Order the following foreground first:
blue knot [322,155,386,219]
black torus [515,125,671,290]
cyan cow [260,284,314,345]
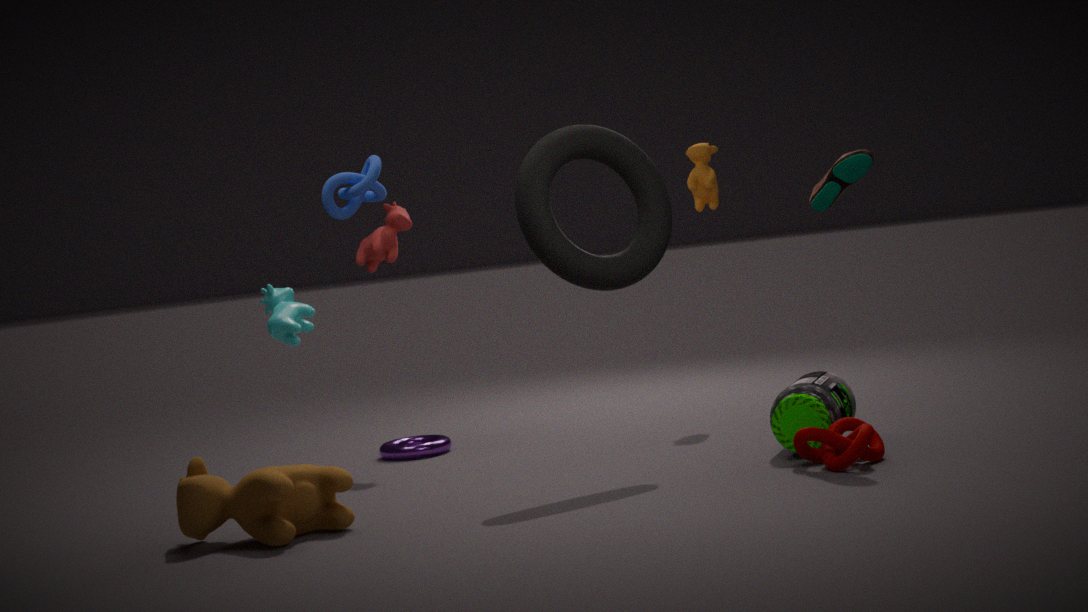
black torus [515,125,671,290] → cyan cow [260,284,314,345] → blue knot [322,155,386,219]
